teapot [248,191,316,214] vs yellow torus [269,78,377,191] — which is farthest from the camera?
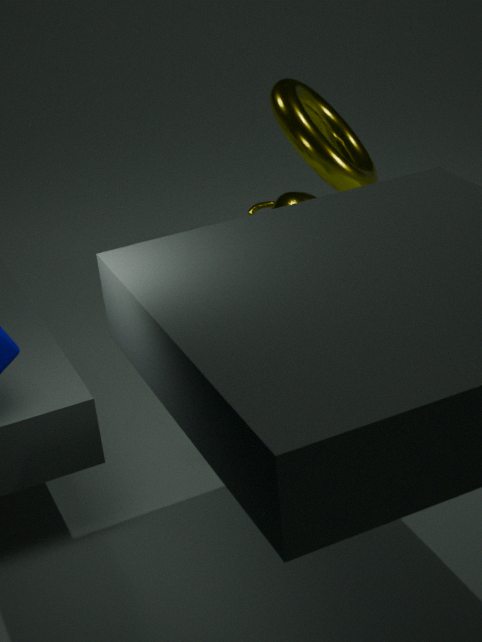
teapot [248,191,316,214]
